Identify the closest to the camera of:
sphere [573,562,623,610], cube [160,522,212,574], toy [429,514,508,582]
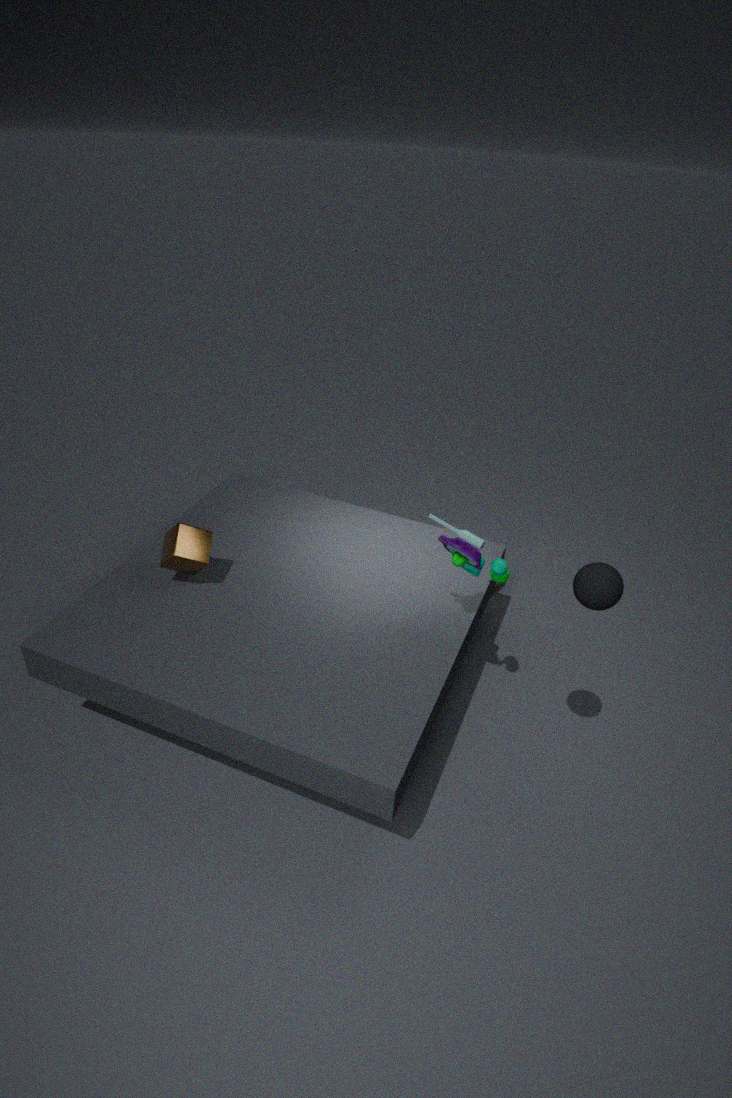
sphere [573,562,623,610]
